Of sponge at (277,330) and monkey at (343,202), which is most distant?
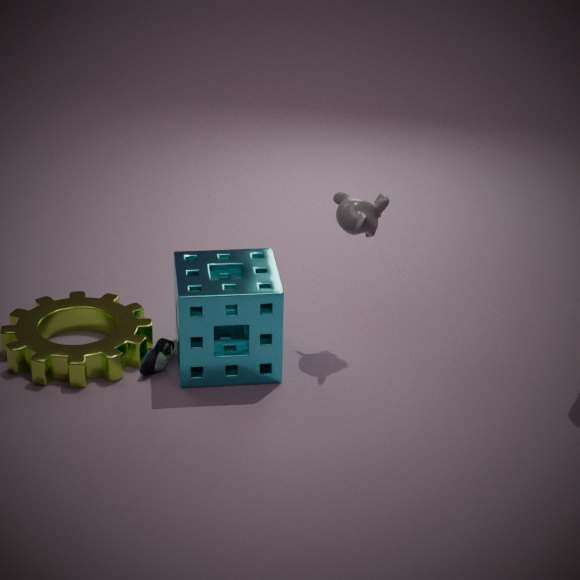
monkey at (343,202)
